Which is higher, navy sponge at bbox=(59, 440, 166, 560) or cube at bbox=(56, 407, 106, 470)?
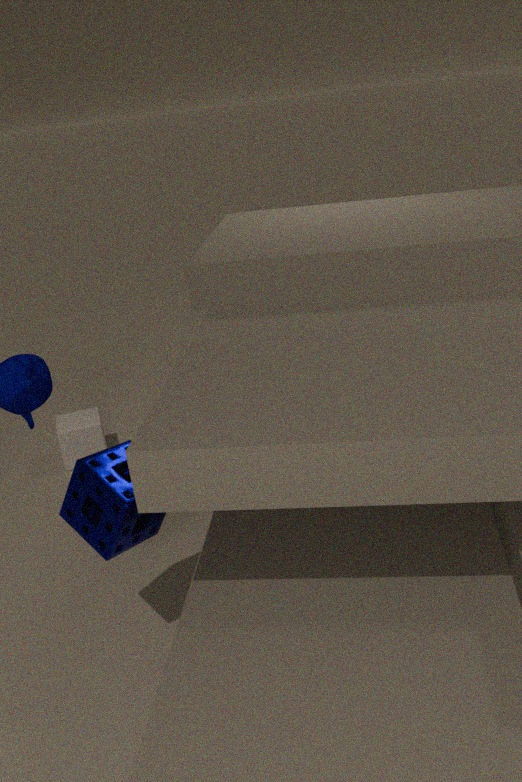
navy sponge at bbox=(59, 440, 166, 560)
